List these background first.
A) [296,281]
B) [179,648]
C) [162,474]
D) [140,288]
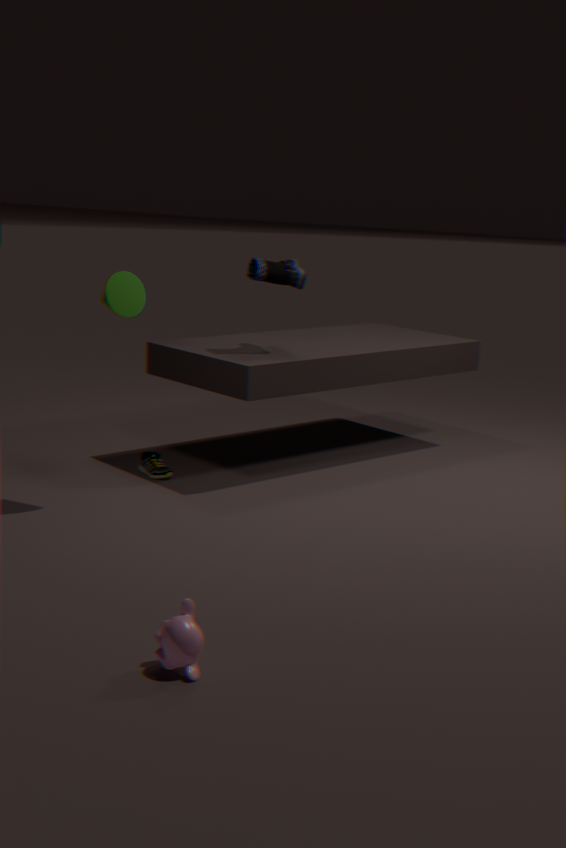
[296,281]
[162,474]
[140,288]
[179,648]
